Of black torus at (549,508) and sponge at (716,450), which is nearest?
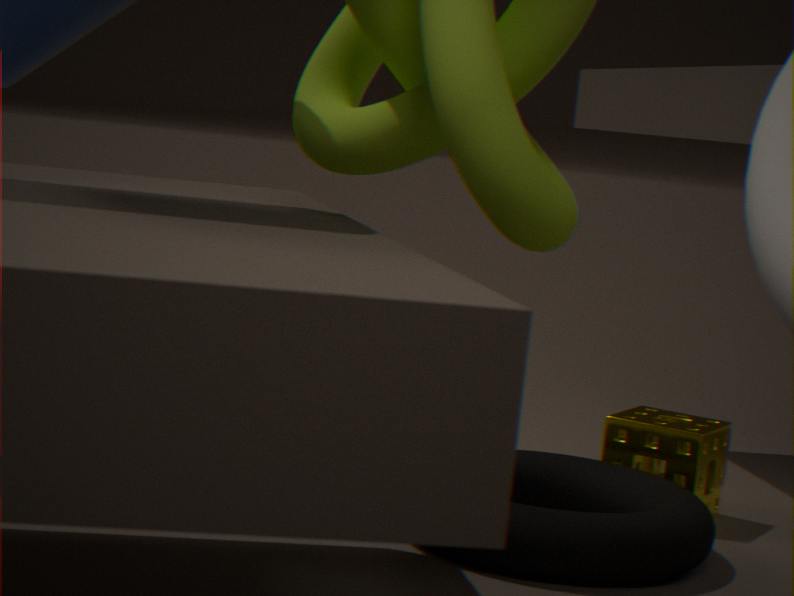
black torus at (549,508)
